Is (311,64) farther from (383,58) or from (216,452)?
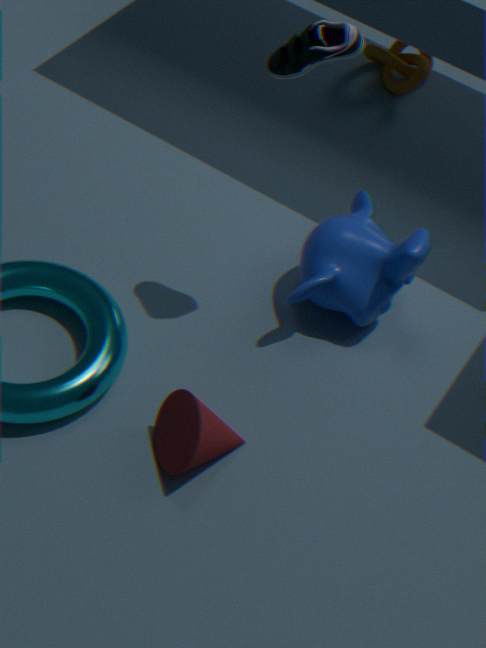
(383,58)
